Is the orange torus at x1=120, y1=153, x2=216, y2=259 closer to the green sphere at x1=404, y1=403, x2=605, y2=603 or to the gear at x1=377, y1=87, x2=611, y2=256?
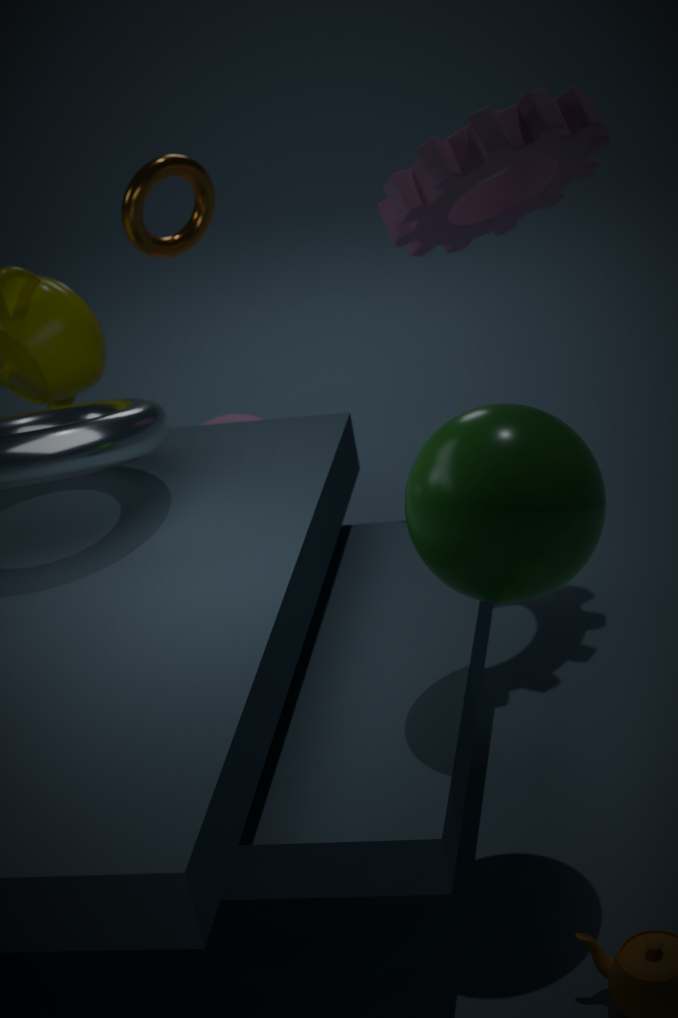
the gear at x1=377, y1=87, x2=611, y2=256
